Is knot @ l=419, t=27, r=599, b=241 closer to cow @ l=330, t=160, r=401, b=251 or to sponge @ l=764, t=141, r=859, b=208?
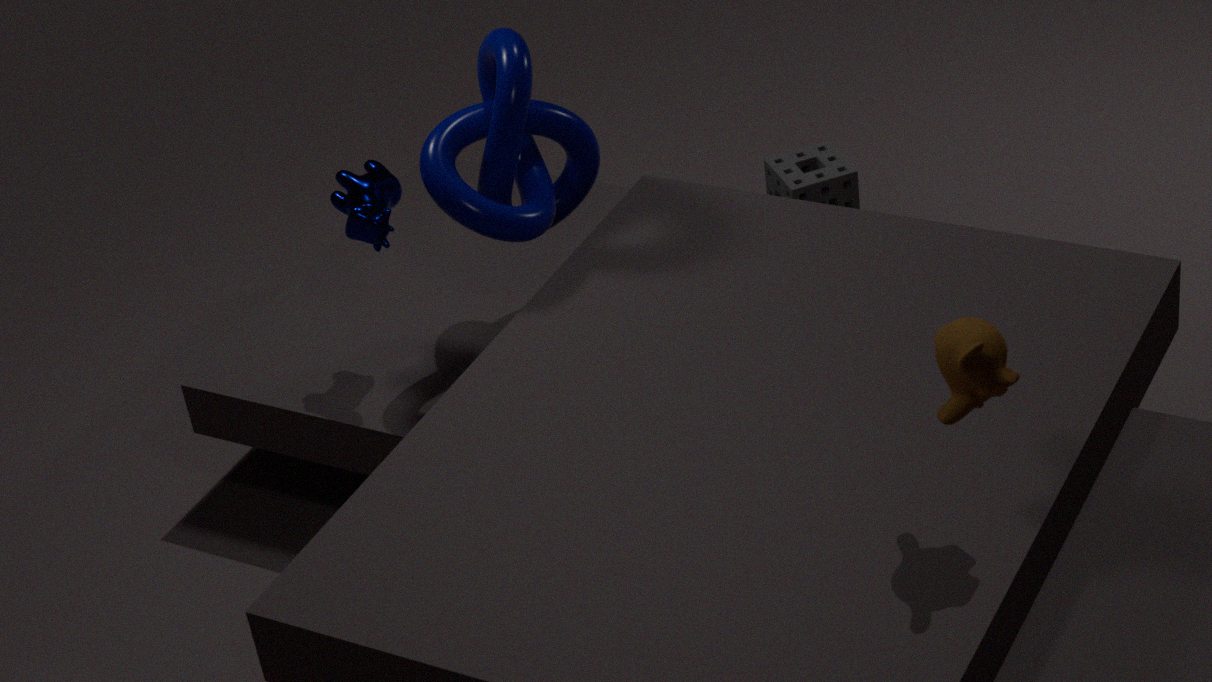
cow @ l=330, t=160, r=401, b=251
